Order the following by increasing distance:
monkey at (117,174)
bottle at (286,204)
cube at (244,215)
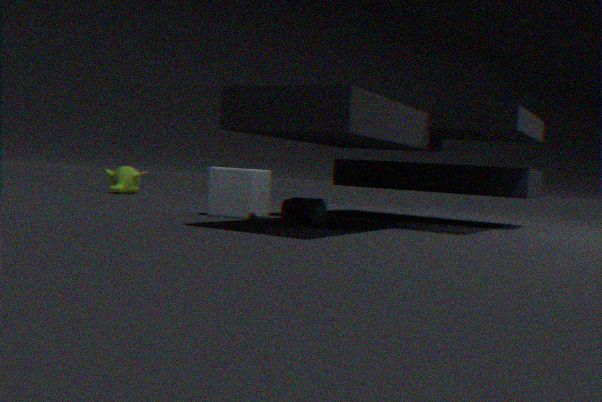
bottle at (286,204)
cube at (244,215)
monkey at (117,174)
